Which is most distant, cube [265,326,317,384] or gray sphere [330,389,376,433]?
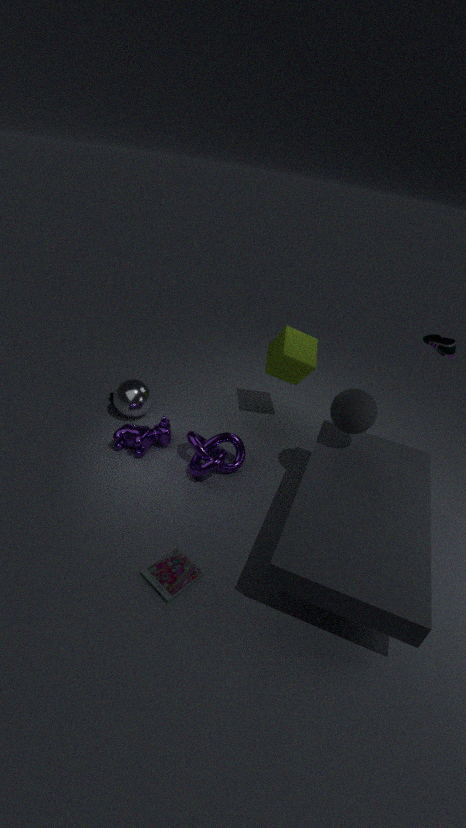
cube [265,326,317,384]
